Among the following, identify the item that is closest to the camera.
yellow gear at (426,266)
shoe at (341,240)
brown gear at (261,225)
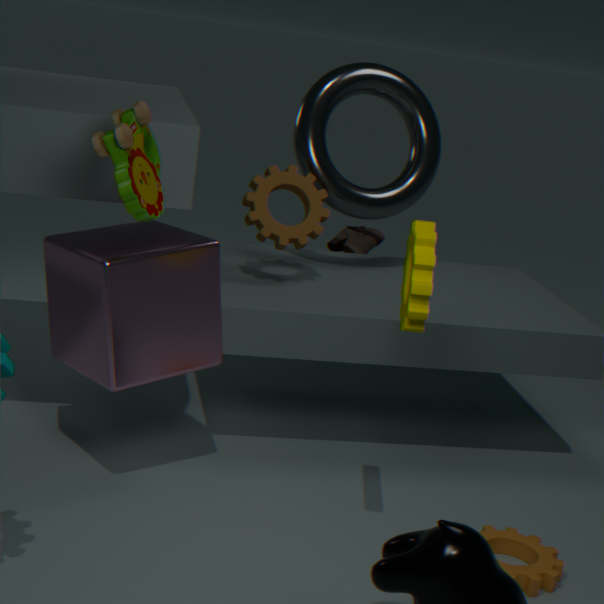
yellow gear at (426,266)
